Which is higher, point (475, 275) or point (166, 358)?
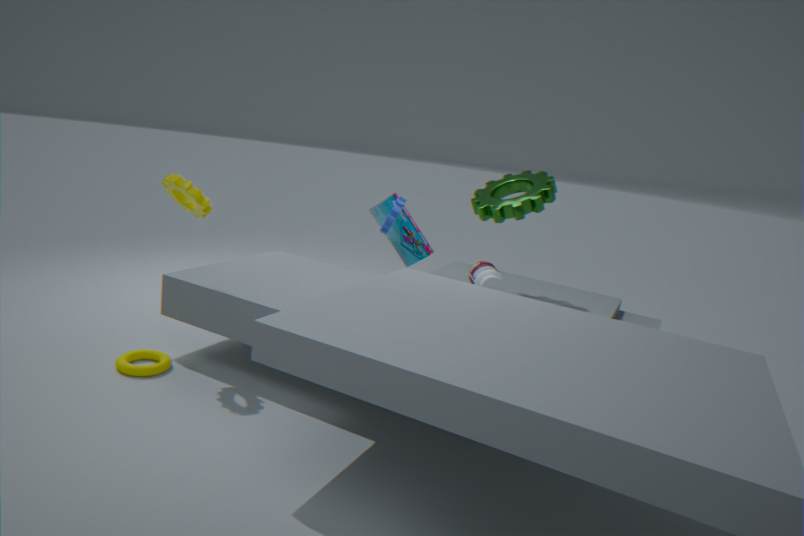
point (475, 275)
